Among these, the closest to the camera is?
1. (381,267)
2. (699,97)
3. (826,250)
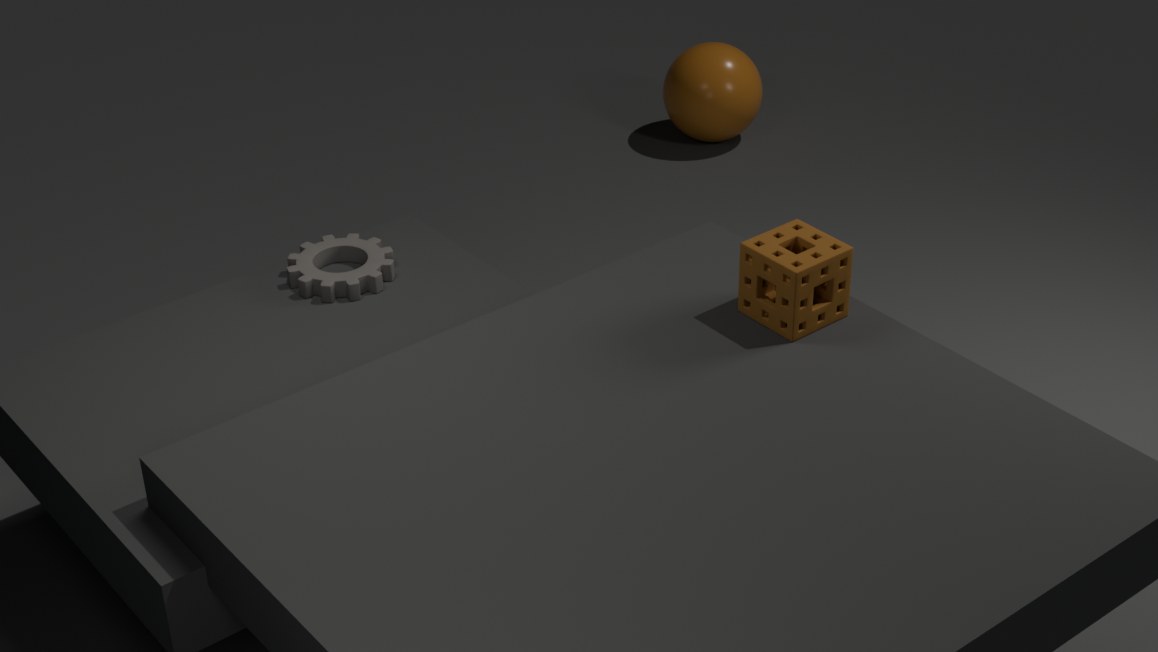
(826,250)
